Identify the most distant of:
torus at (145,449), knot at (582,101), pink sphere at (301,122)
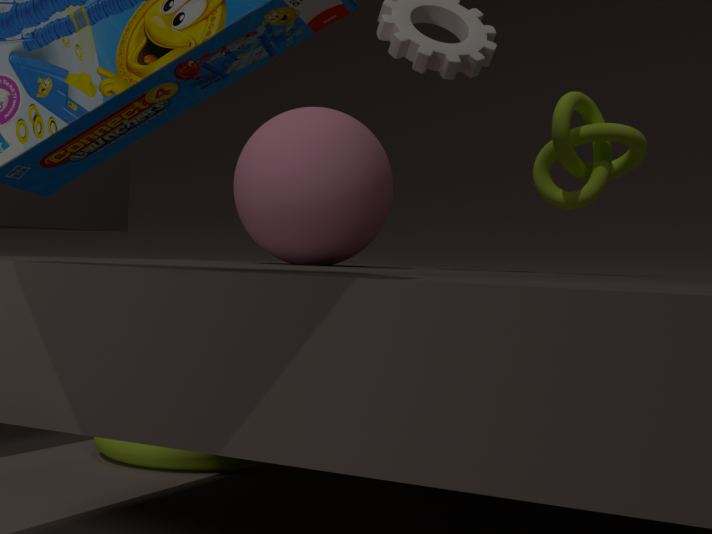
torus at (145,449)
